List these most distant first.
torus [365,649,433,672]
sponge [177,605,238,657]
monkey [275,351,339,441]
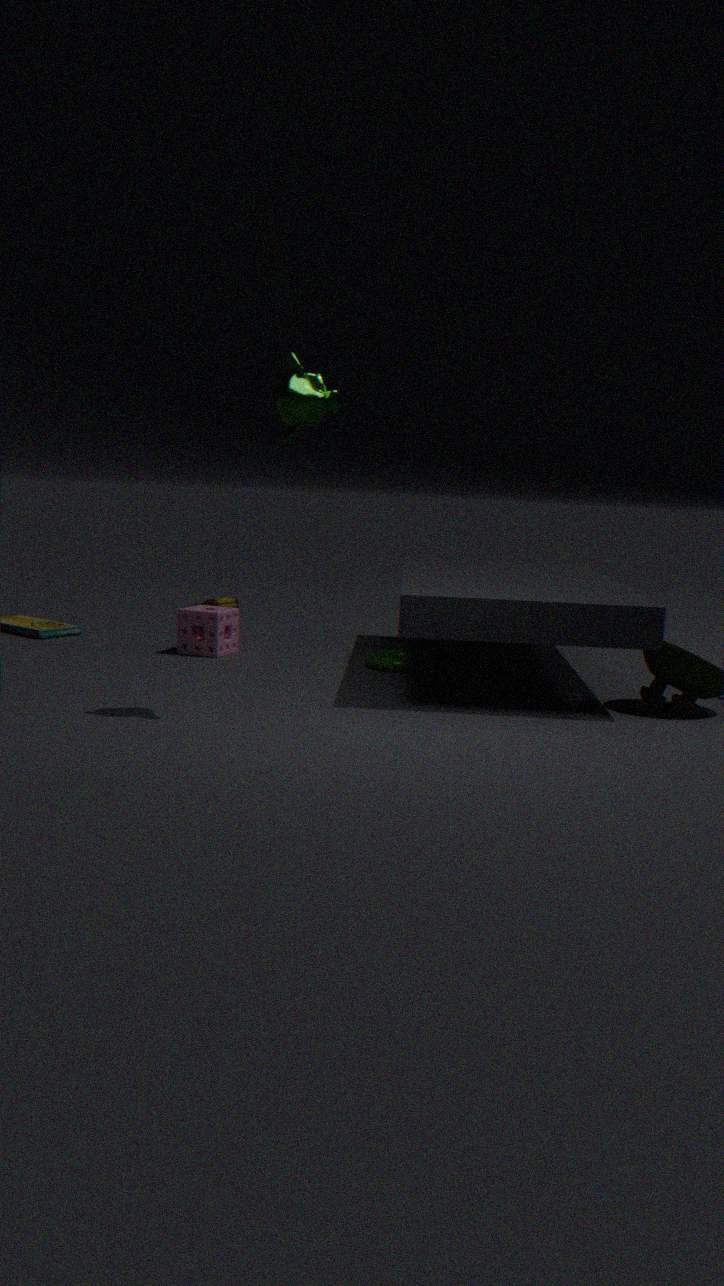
1. sponge [177,605,238,657]
2. torus [365,649,433,672]
3. monkey [275,351,339,441]
